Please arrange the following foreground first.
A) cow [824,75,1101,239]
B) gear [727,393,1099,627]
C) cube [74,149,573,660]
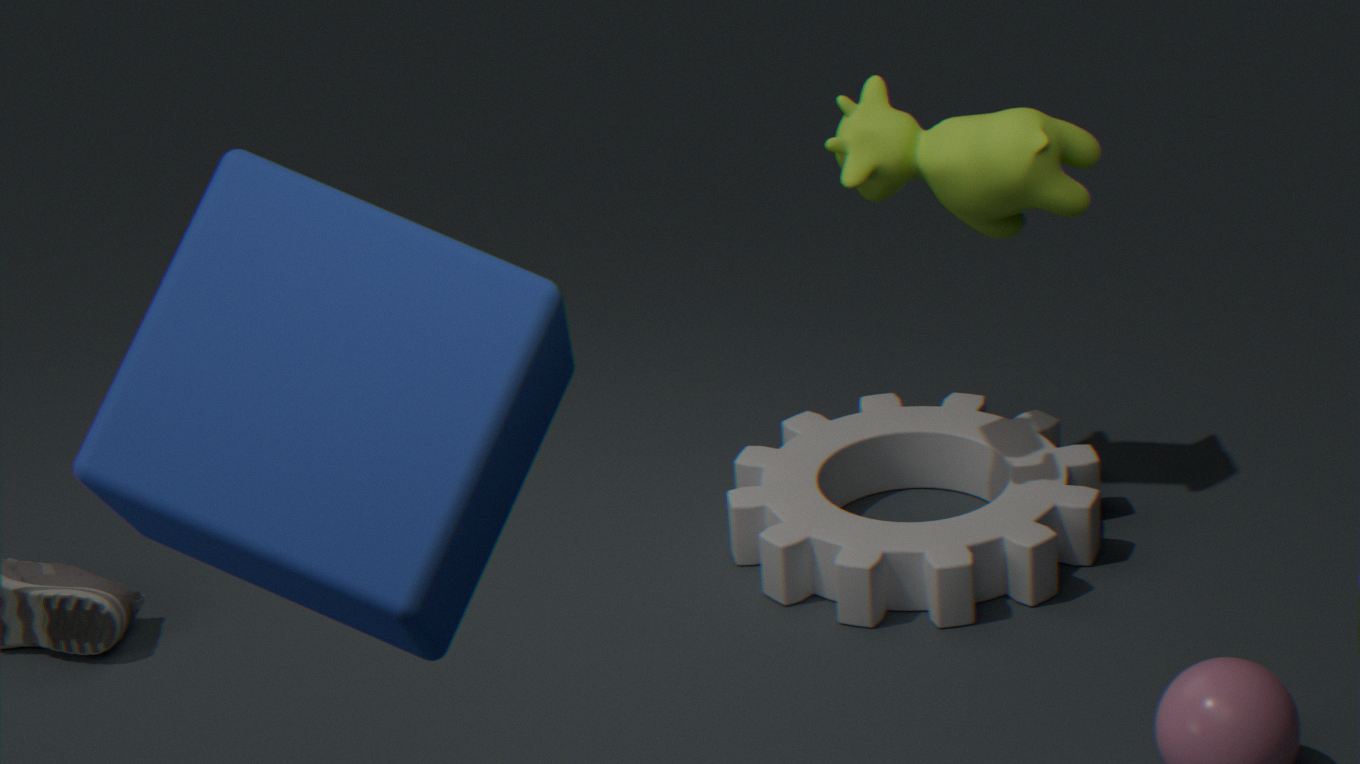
cube [74,149,573,660]
cow [824,75,1101,239]
gear [727,393,1099,627]
